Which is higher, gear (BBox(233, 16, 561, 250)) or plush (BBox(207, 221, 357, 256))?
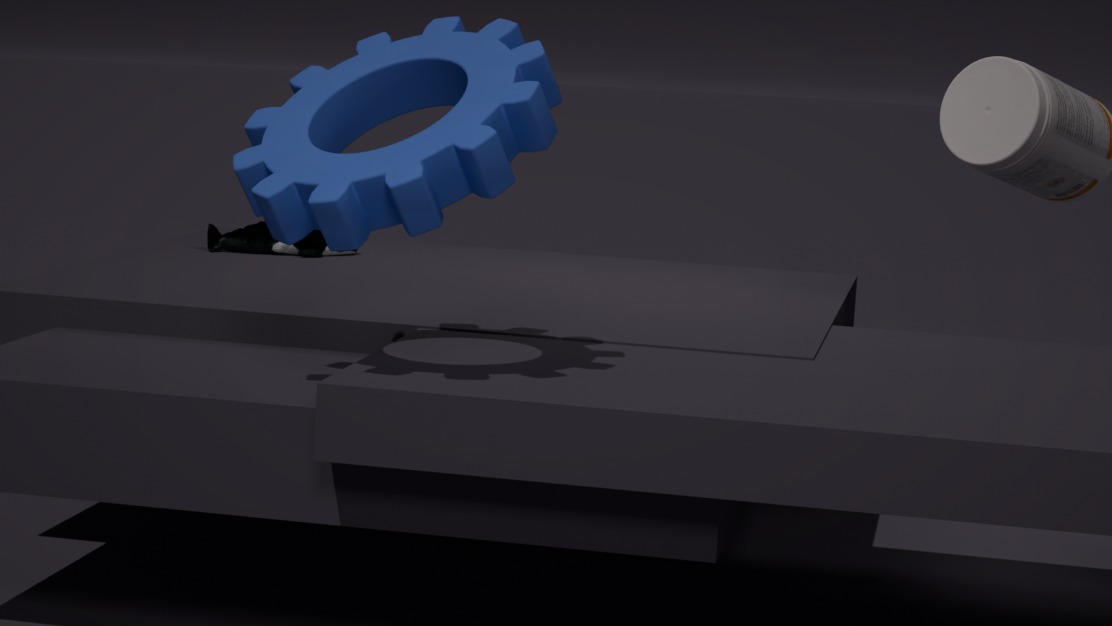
gear (BBox(233, 16, 561, 250))
